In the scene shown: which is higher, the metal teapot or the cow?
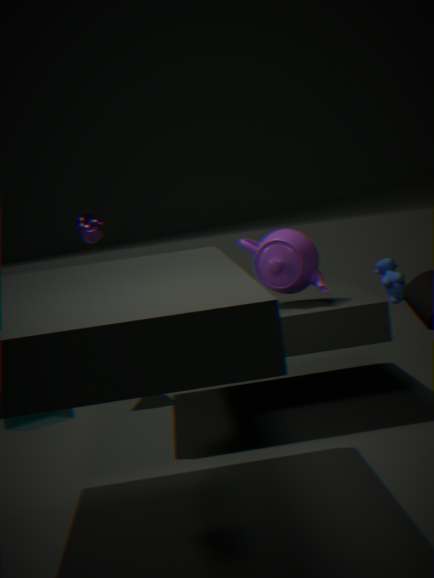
the metal teapot
